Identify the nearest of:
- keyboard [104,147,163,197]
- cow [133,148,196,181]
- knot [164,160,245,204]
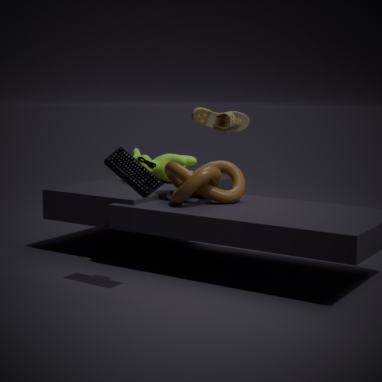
keyboard [104,147,163,197]
